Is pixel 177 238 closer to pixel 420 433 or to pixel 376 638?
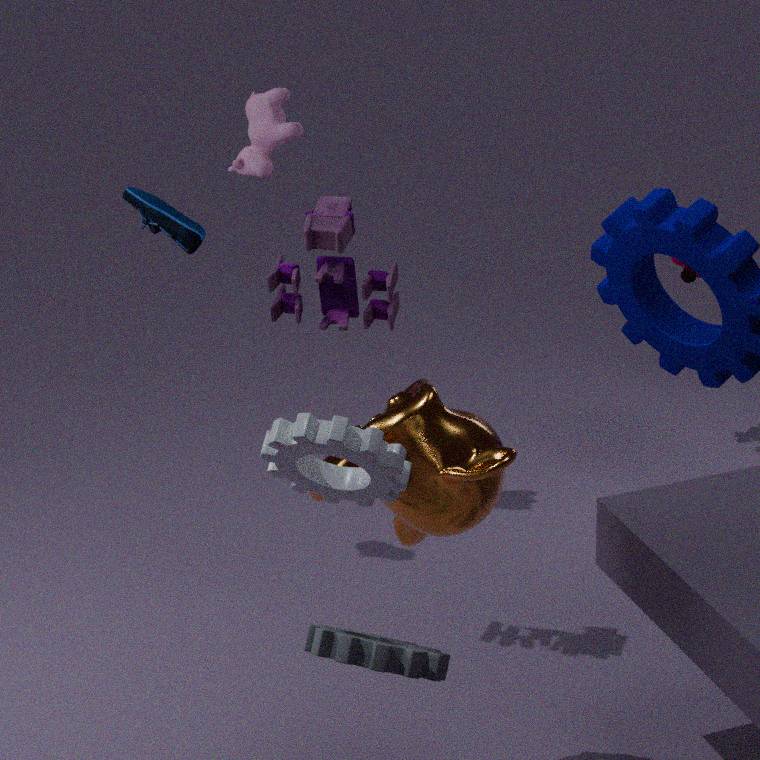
pixel 420 433
